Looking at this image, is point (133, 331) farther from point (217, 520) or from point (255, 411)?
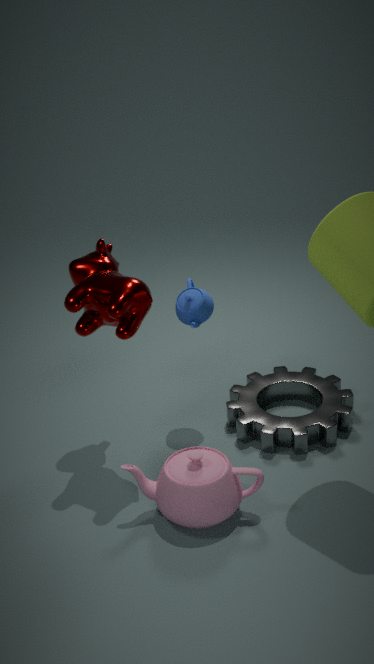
point (255, 411)
